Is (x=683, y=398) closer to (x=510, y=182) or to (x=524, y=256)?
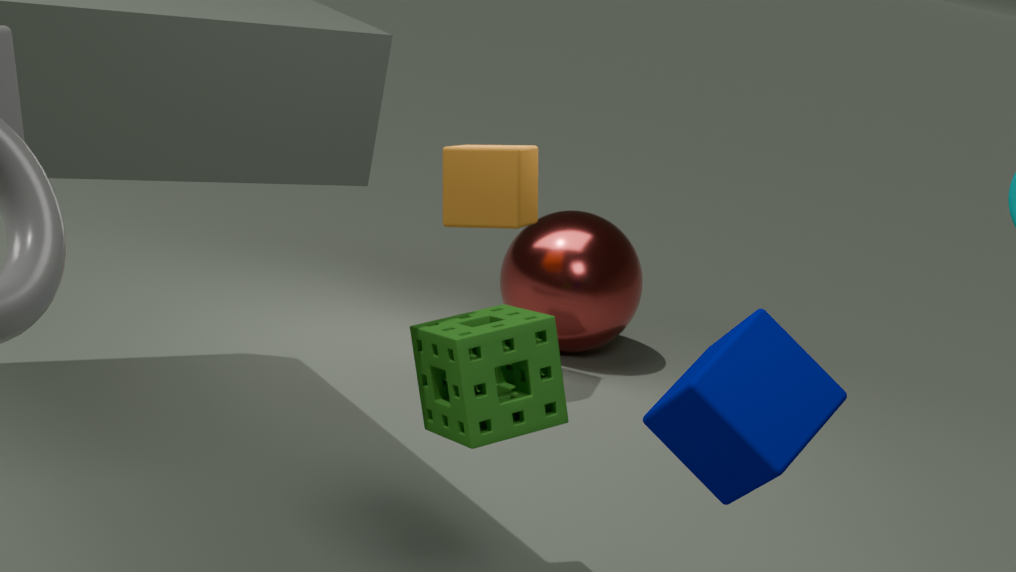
(x=510, y=182)
